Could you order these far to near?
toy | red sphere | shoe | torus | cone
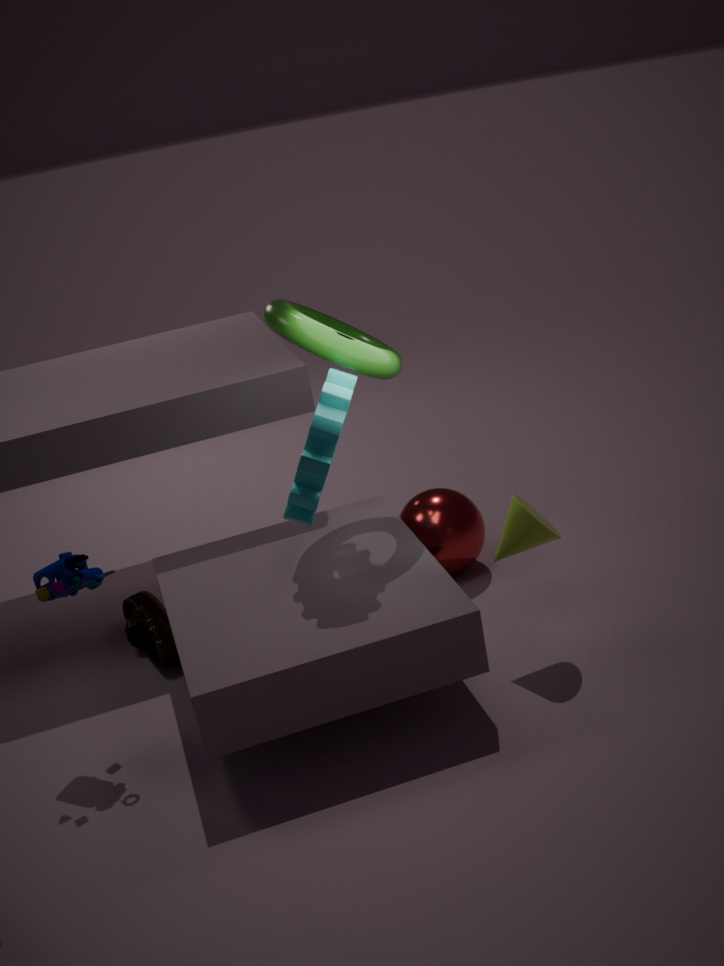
red sphere, shoe, torus, cone, toy
